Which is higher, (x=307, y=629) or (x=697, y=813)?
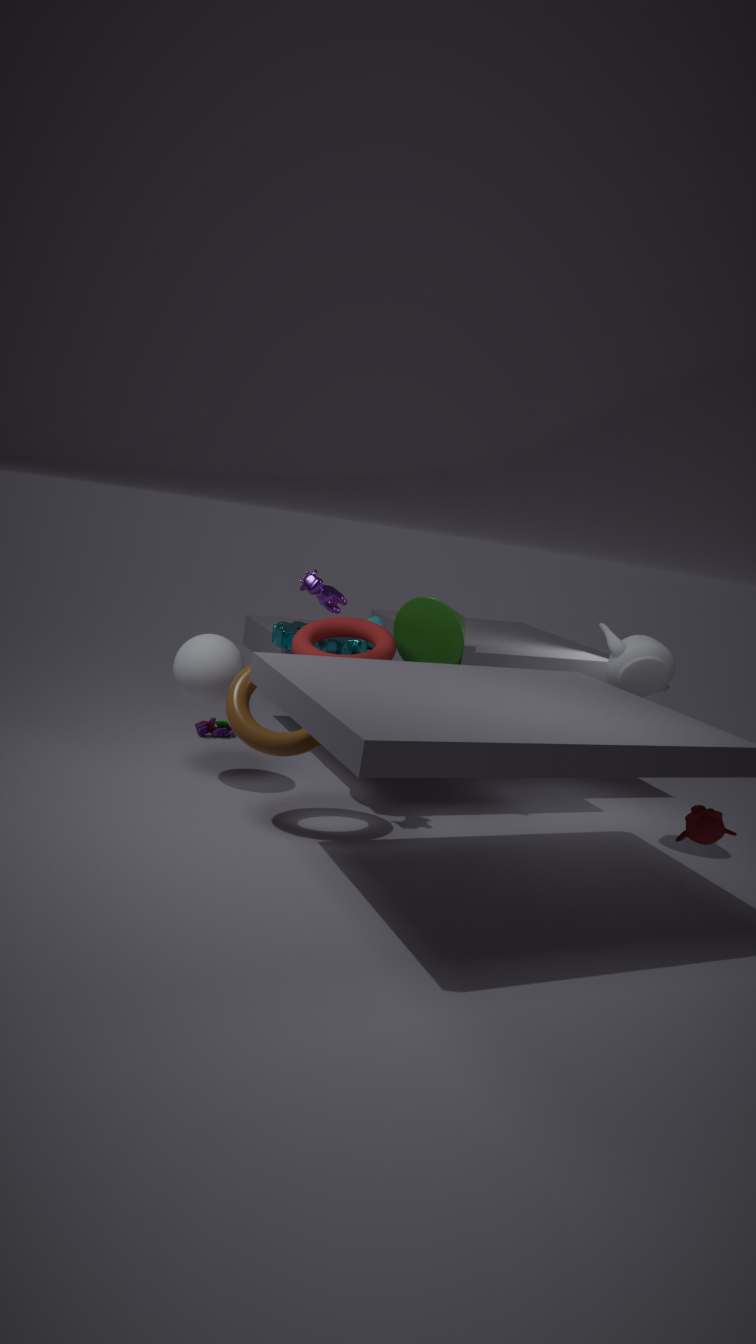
(x=307, y=629)
